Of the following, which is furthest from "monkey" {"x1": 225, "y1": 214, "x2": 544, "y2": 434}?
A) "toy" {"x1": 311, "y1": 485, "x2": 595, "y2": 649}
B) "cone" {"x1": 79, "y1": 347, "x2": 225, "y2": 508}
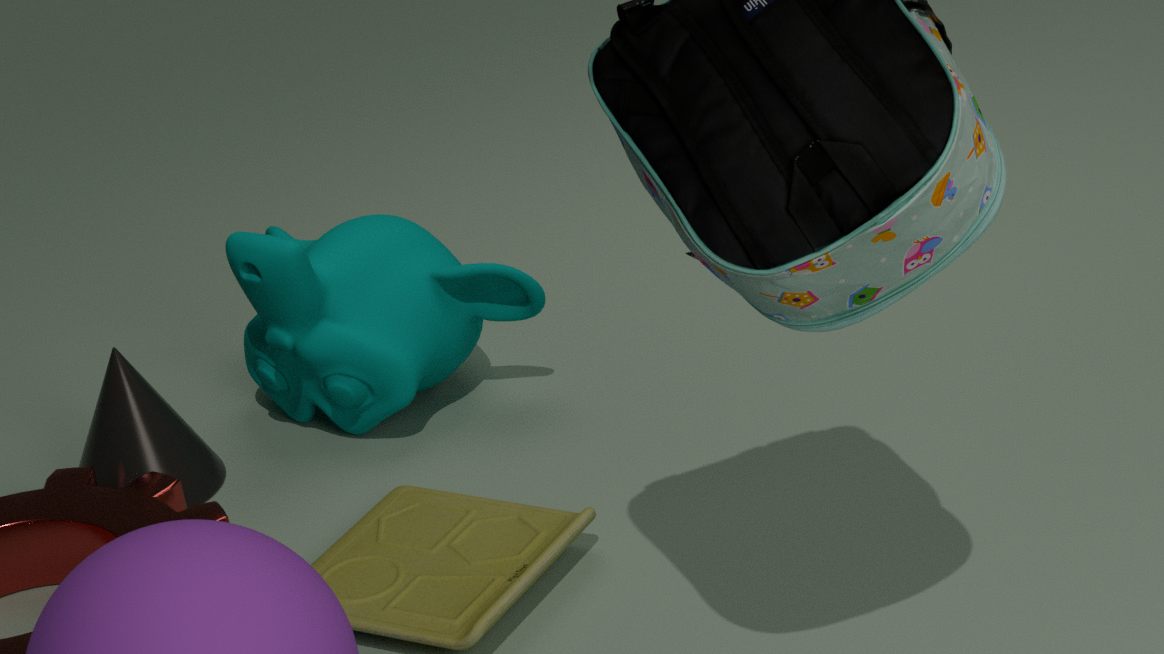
"toy" {"x1": 311, "y1": 485, "x2": 595, "y2": 649}
